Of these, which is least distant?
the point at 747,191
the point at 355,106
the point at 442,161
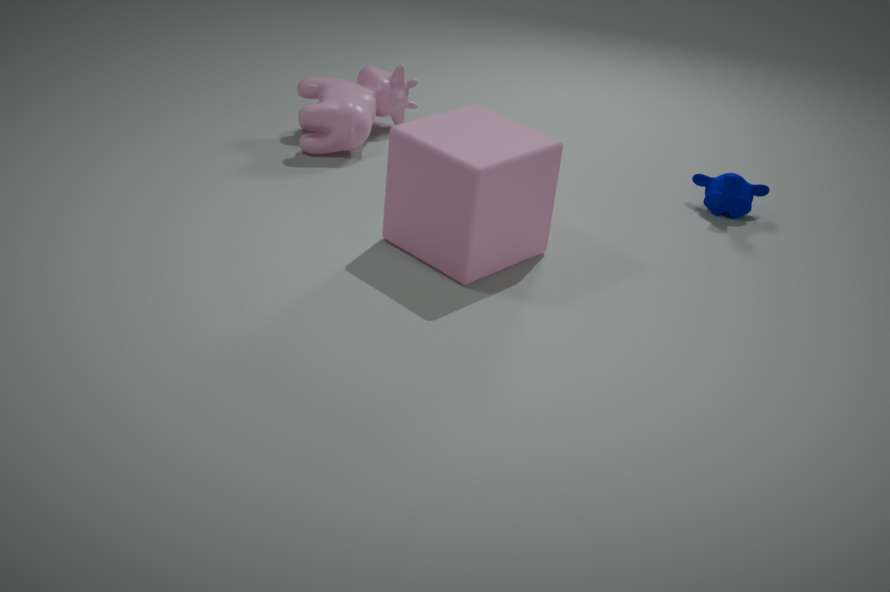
the point at 442,161
